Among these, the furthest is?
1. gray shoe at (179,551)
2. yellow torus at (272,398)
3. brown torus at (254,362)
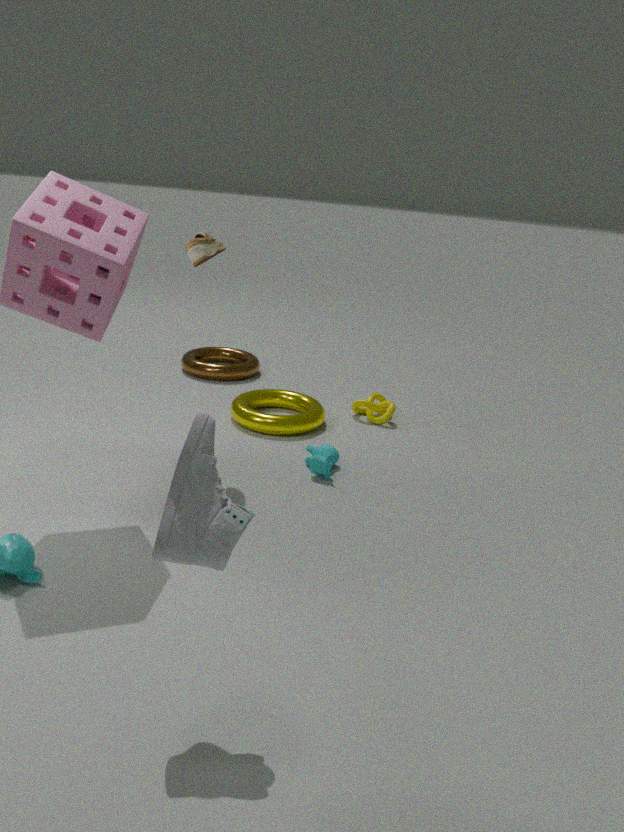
brown torus at (254,362)
